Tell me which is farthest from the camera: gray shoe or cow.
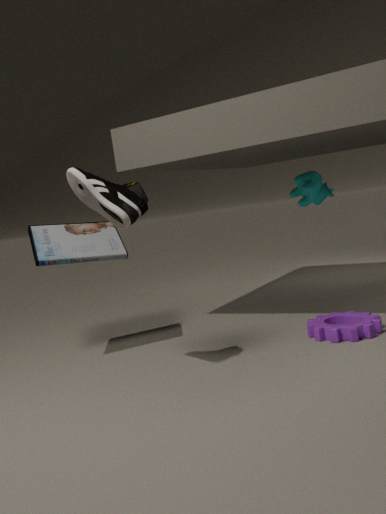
cow
